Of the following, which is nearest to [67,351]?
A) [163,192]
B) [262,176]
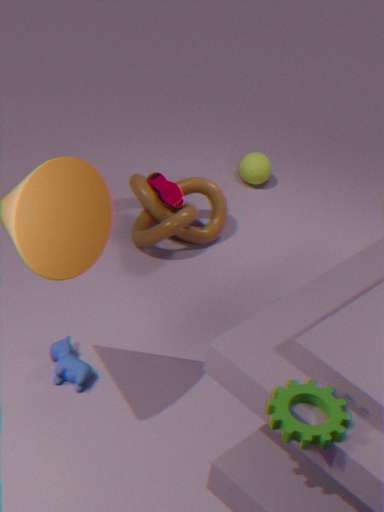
[163,192]
